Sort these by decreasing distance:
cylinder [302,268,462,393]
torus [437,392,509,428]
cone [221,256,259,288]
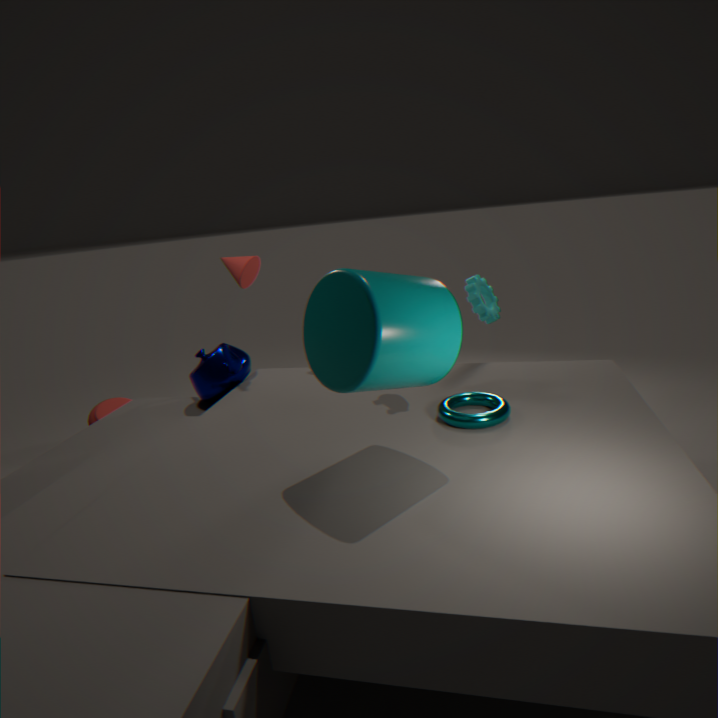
1. cone [221,256,259,288]
2. torus [437,392,509,428]
3. cylinder [302,268,462,393]
